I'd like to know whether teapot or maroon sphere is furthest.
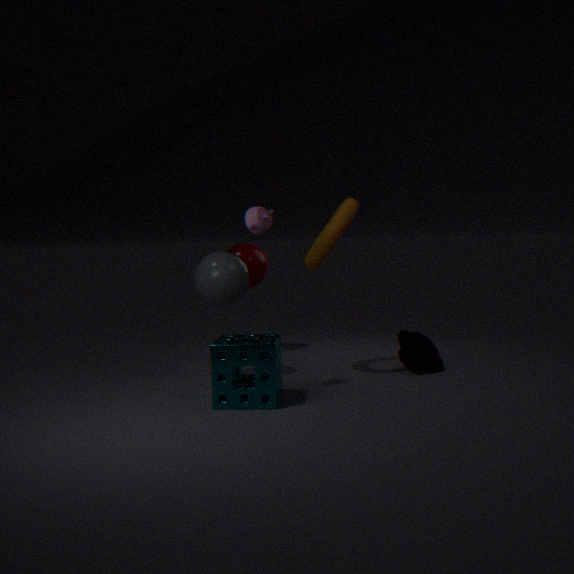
maroon sphere
